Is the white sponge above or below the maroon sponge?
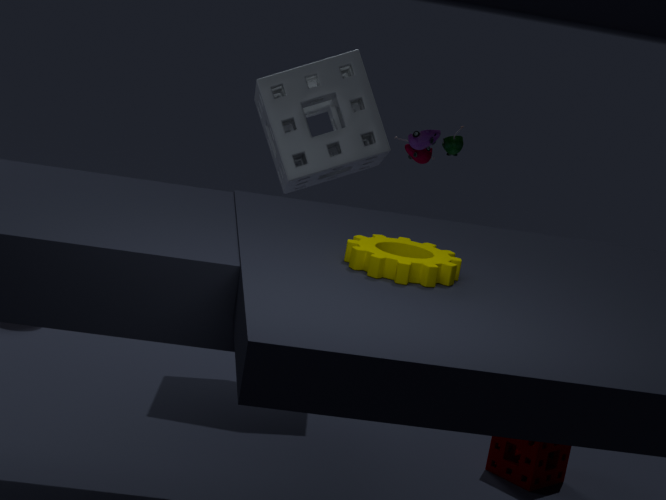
above
